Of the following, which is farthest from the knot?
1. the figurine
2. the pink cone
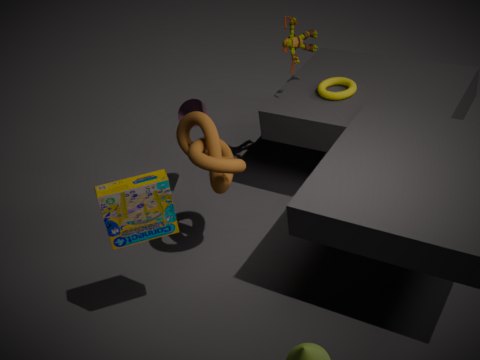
the figurine
